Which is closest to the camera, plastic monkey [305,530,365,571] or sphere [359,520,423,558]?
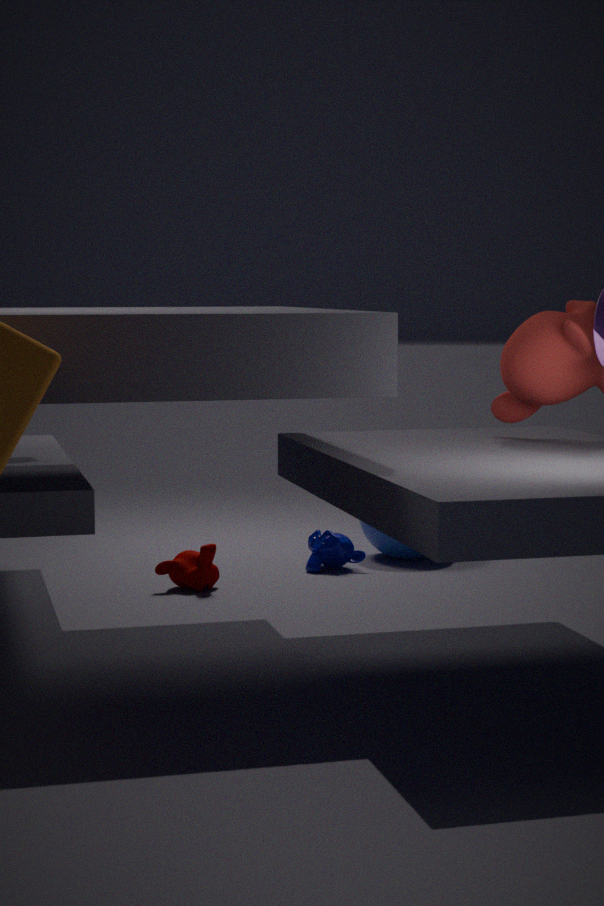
plastic monkey [305,530,365,571]
